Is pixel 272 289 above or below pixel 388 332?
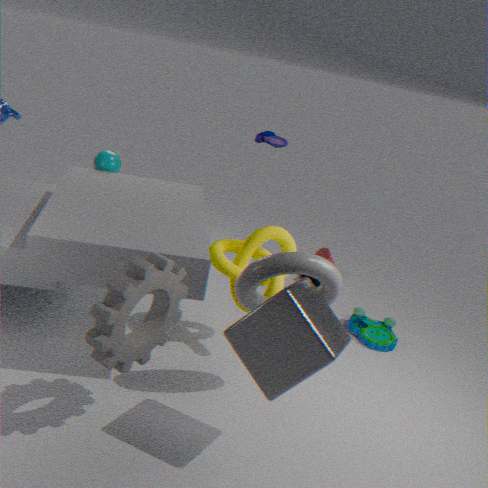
above
